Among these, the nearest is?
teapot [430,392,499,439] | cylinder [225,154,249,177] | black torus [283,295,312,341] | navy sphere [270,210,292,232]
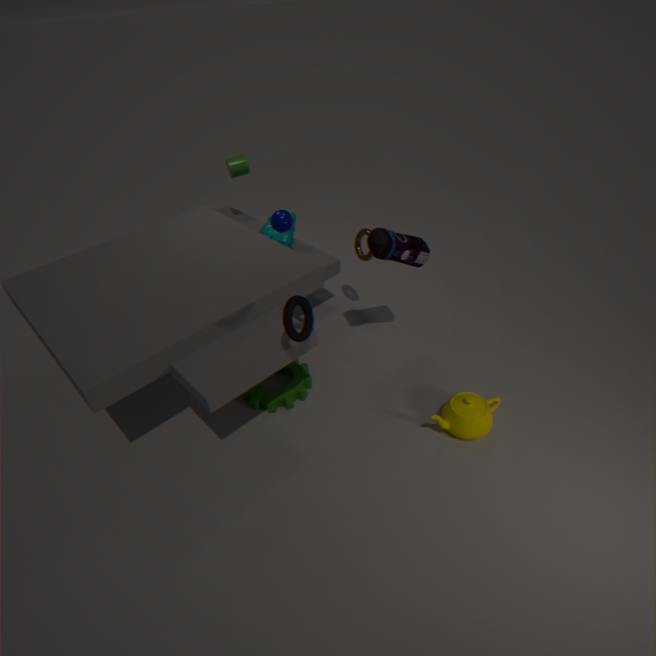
black torus [283,295,312,341]
